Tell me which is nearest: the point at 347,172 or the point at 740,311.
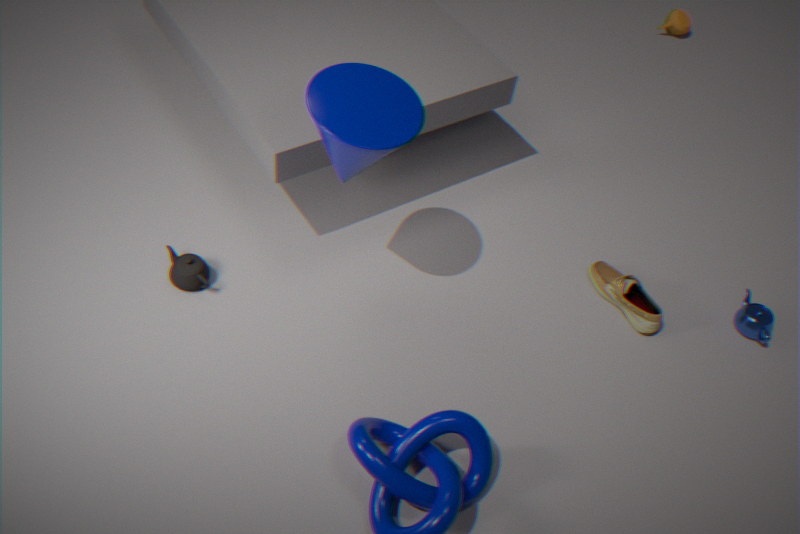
the point at 347,172
